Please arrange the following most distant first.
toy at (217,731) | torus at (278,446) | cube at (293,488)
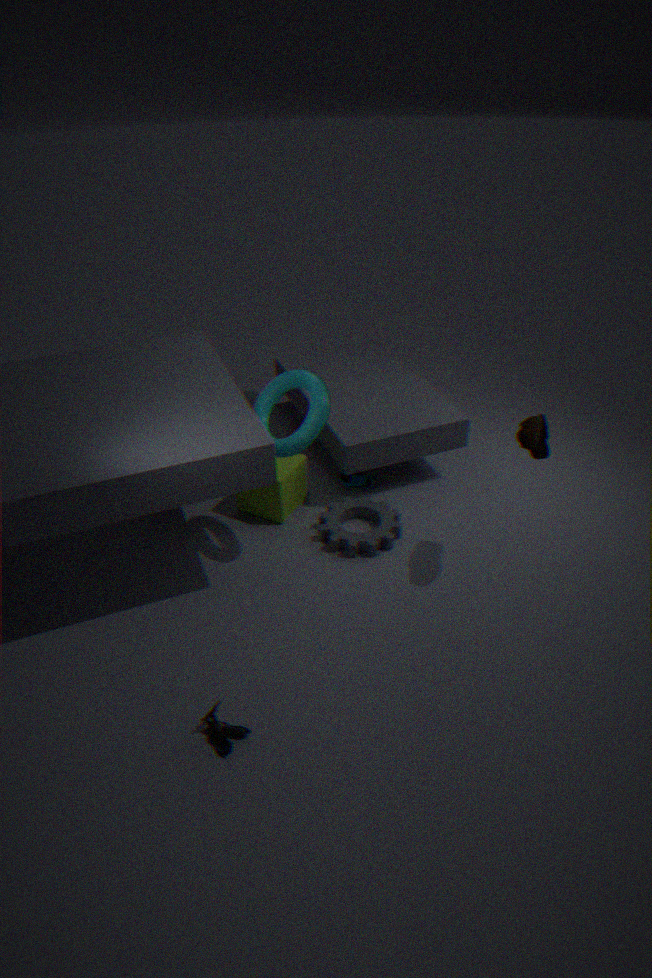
cube at (293,488)
torus at (278,446)
toy at (217,731)
